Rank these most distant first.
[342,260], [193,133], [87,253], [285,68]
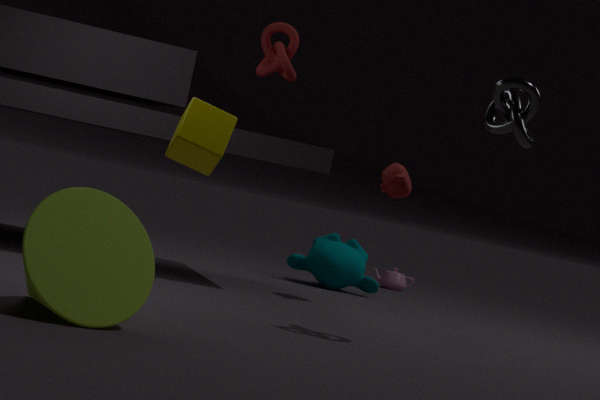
[342,260]
[285,68]
[193,133]
[87,253]
